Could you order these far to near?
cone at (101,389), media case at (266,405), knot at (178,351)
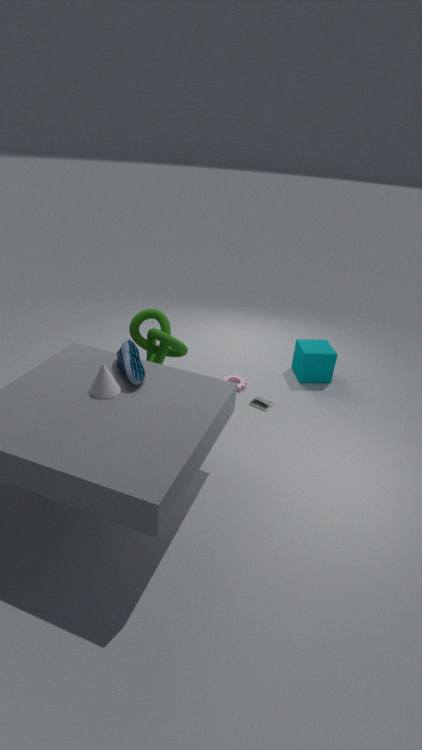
media case at (266,405), knot at (178,351), cone at (101,389)
